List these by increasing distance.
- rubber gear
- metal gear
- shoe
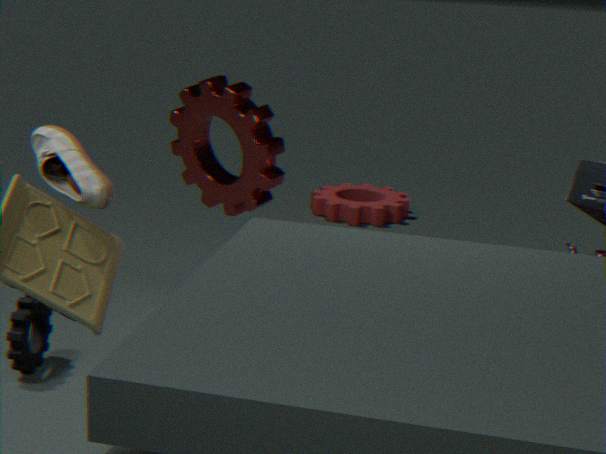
shoe → metal gear → rubber gear
